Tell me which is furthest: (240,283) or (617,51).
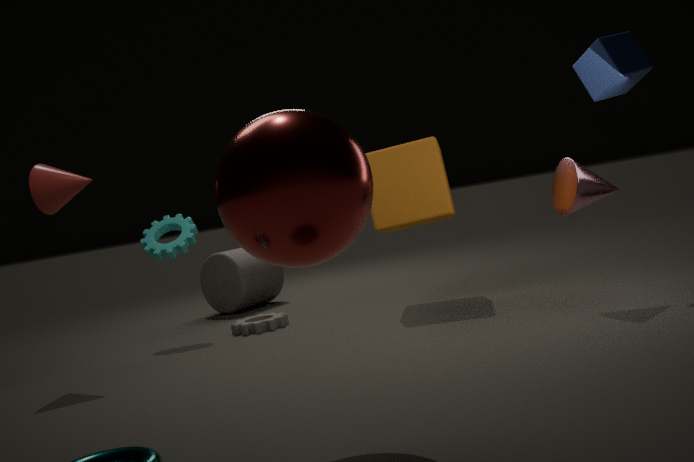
(240,283)
